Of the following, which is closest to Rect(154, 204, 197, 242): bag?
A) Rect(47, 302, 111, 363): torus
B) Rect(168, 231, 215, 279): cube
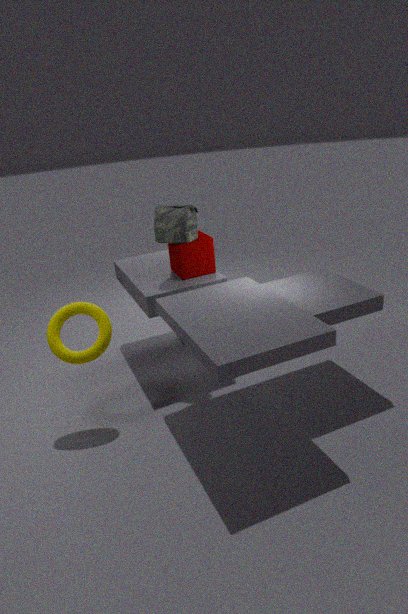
Rect(168, 231, 215, 279): cube
